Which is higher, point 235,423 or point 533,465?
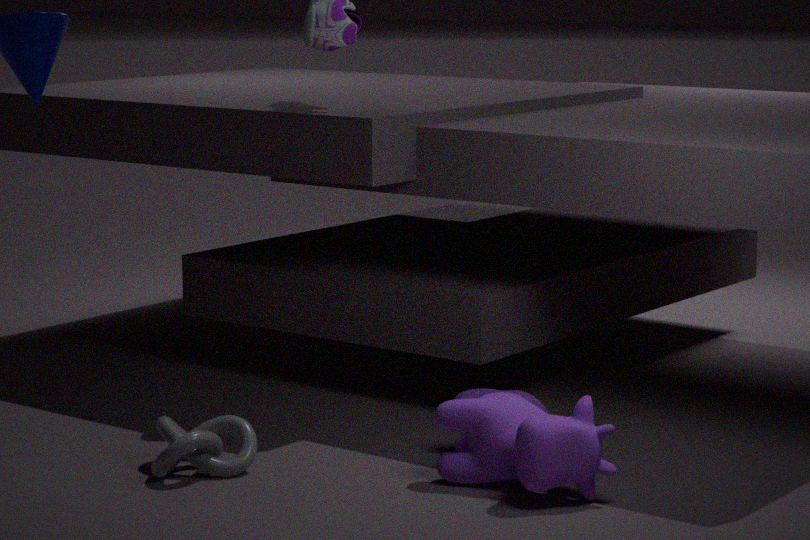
point 533,465
